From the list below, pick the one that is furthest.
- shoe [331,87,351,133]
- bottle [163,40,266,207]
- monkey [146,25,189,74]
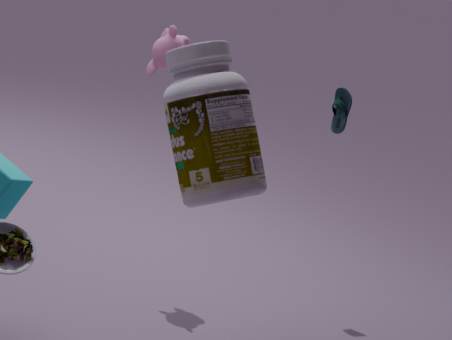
shoe [331,87,351,133]
